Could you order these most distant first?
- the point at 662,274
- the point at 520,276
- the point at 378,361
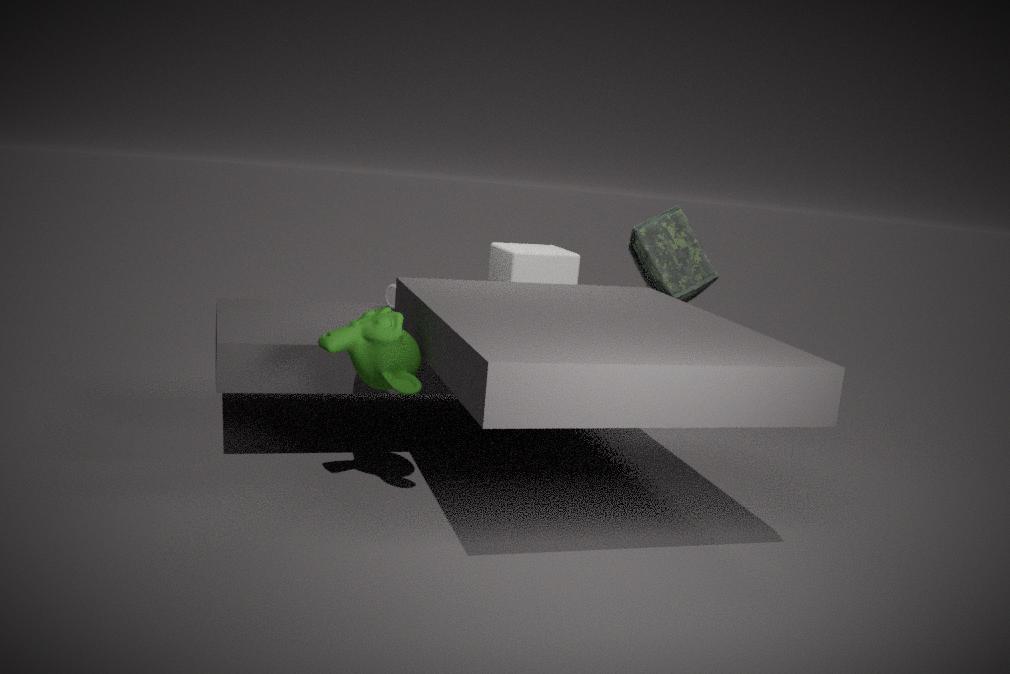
the point at 662,274 → the point at 520,276 → the point at 378,361
